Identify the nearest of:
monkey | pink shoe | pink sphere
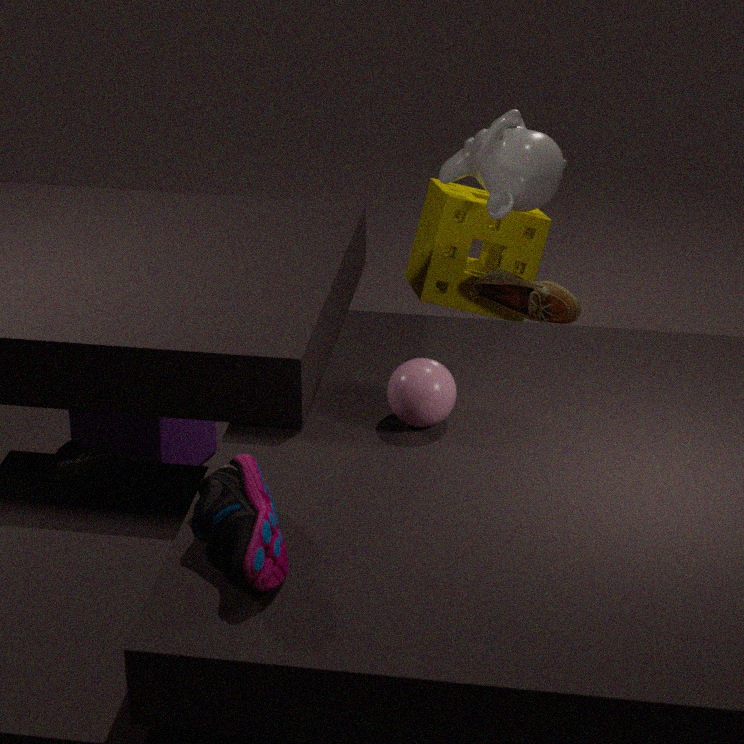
pink shoe
